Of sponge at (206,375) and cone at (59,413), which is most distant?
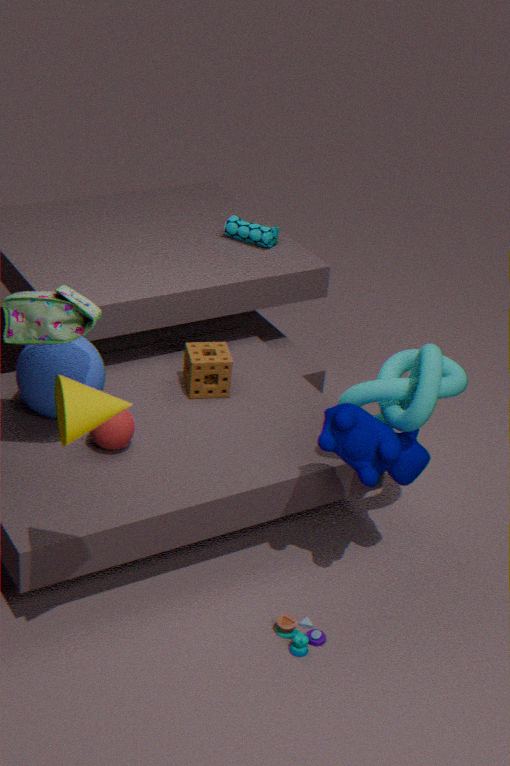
sponge at (206,375)
